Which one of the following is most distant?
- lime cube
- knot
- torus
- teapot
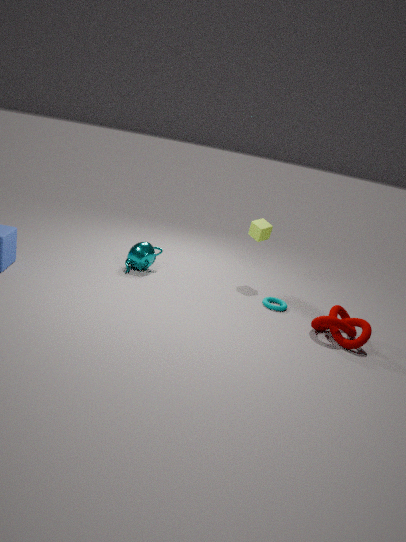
lime cube
